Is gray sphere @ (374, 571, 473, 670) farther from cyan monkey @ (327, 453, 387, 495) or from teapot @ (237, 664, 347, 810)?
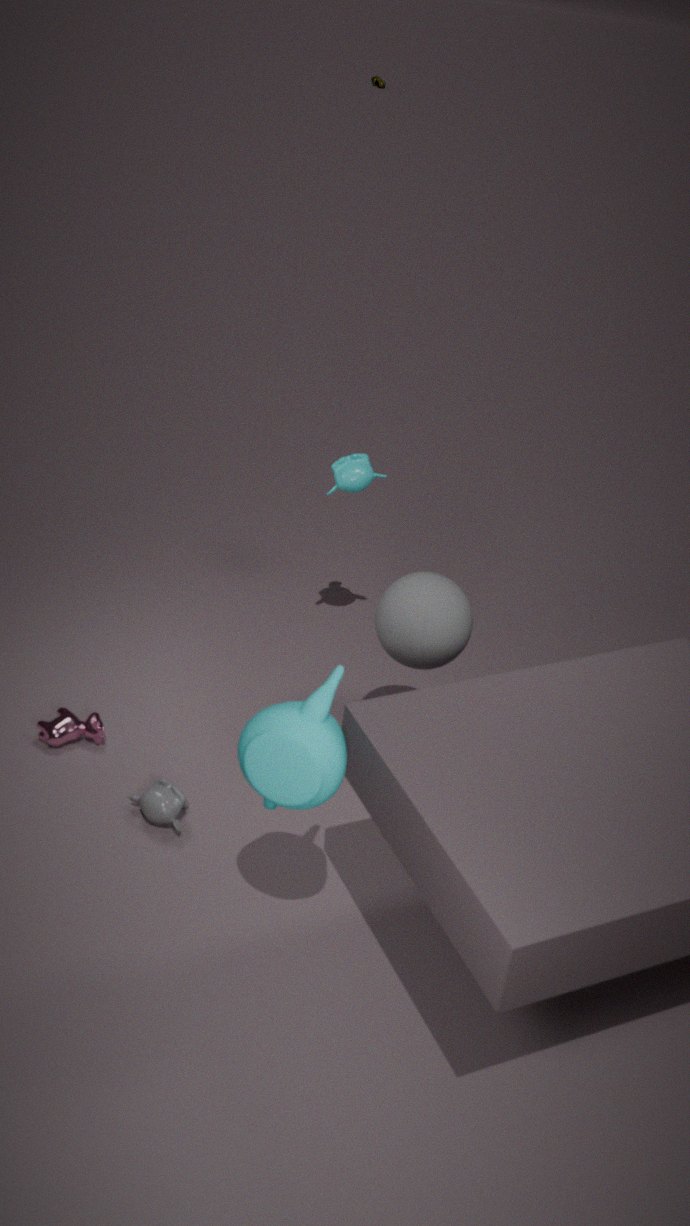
teapot @ (237, 664, 347, 810)
